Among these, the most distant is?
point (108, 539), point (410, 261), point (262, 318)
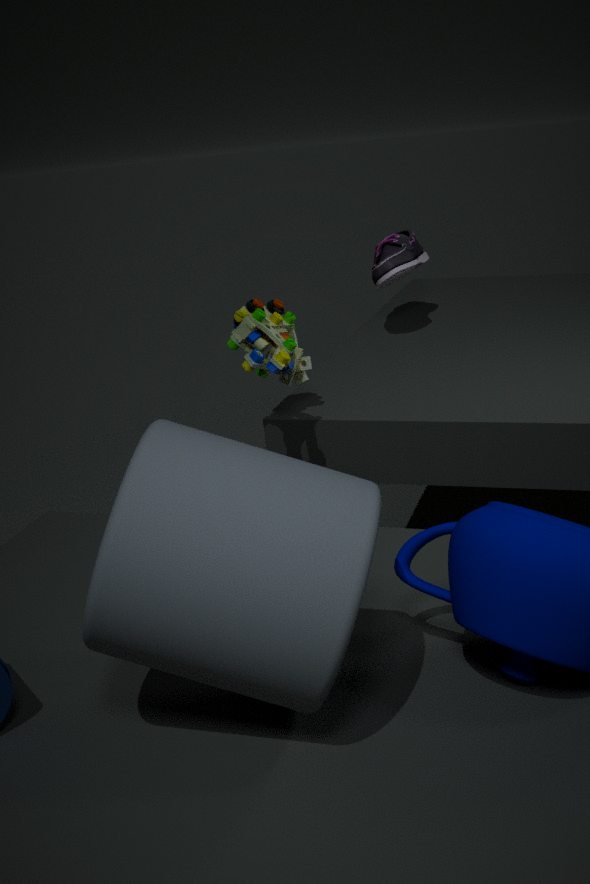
point (410, 261)
